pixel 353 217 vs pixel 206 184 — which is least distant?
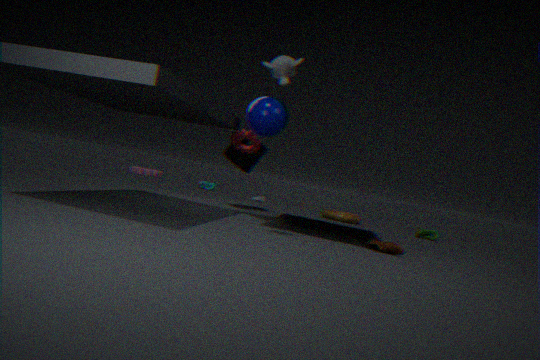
pixel 353 217
